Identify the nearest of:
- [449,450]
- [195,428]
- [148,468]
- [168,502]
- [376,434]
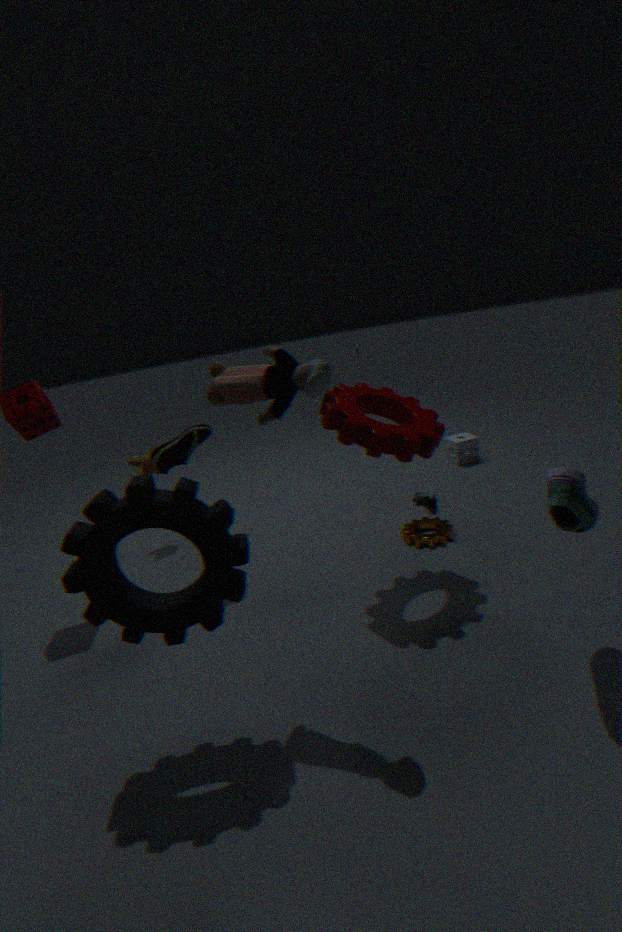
[168,502]
